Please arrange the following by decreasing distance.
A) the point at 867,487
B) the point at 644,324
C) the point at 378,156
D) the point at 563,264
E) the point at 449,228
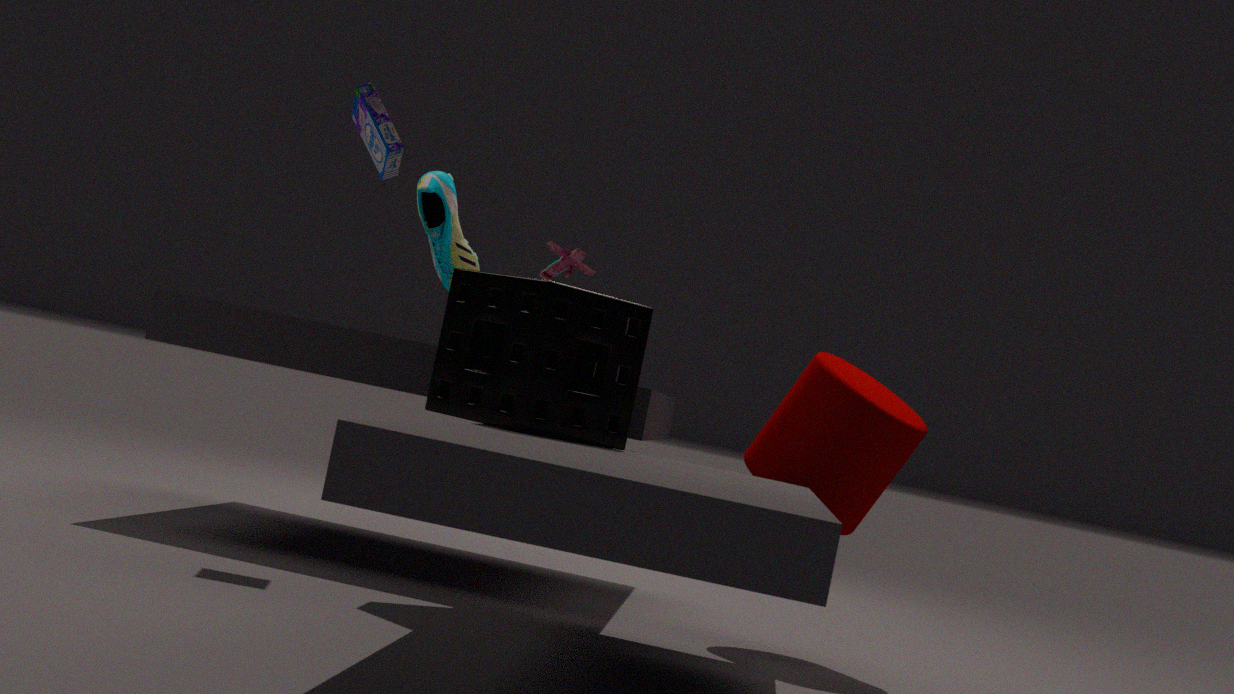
the point at 563,264, the point at 449,228, the point at 867,487, the point at 378,156, the point at 644,324
